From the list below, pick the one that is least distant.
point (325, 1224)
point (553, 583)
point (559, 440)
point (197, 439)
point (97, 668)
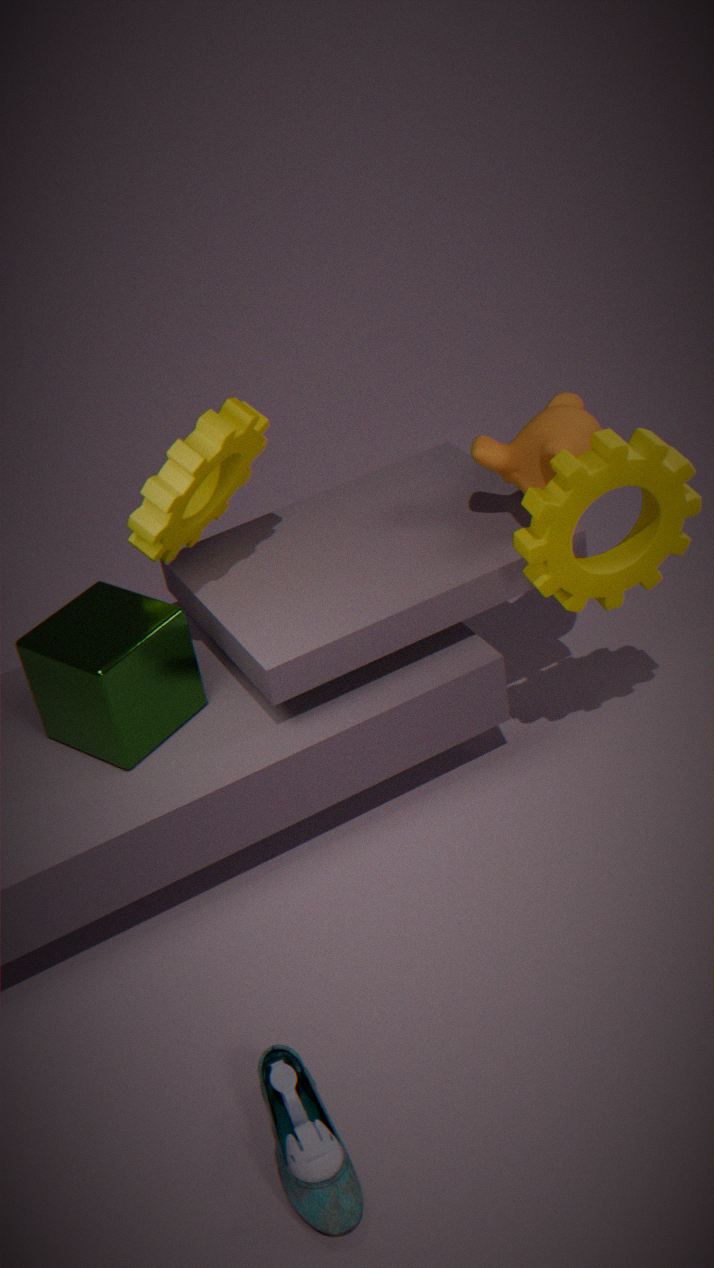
point (325, 1224)
